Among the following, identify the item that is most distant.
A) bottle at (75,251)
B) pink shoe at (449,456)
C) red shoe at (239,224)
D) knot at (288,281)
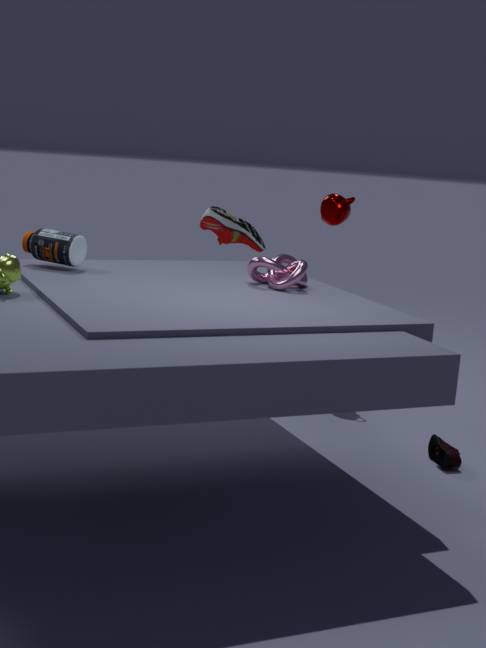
red shoe at (239,224)
